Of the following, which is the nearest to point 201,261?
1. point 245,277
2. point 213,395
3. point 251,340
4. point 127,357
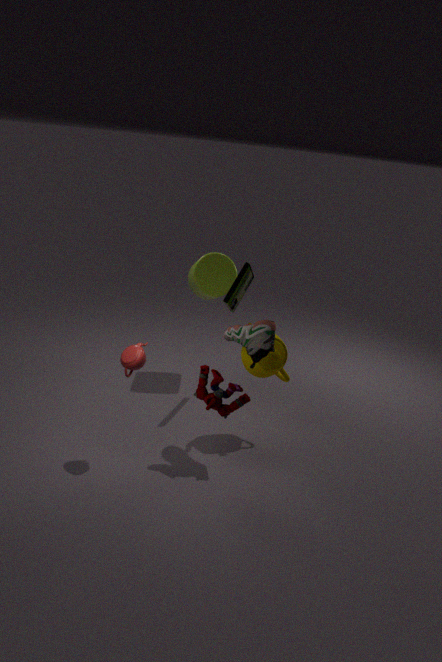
point 245,277
